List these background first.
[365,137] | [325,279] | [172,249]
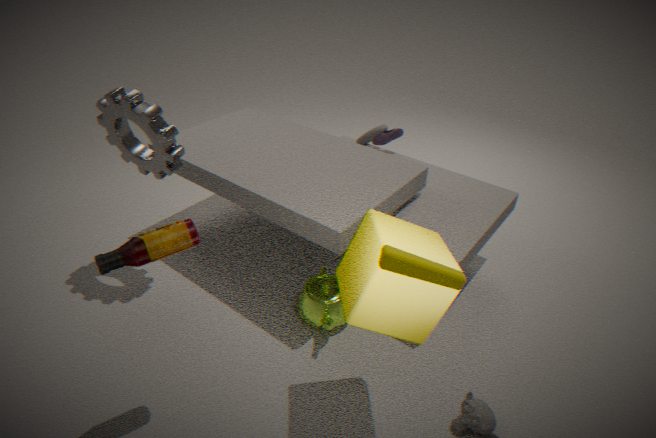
[365,137], [325,279], [172,249]
